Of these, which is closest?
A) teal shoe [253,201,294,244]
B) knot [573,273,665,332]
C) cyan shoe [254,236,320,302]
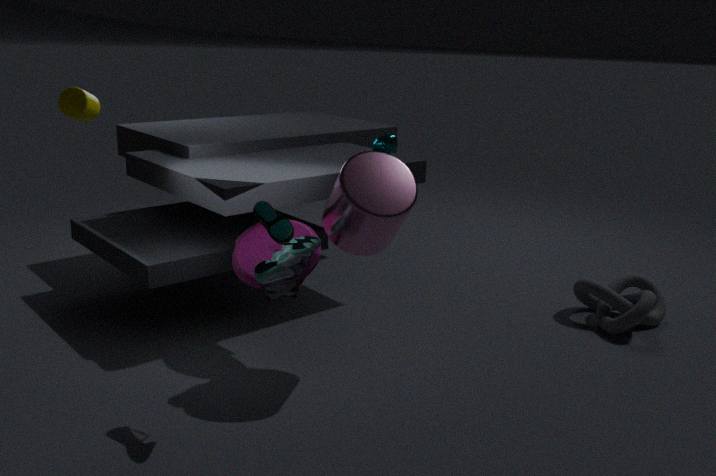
teal shoe [253,201,294,244]
